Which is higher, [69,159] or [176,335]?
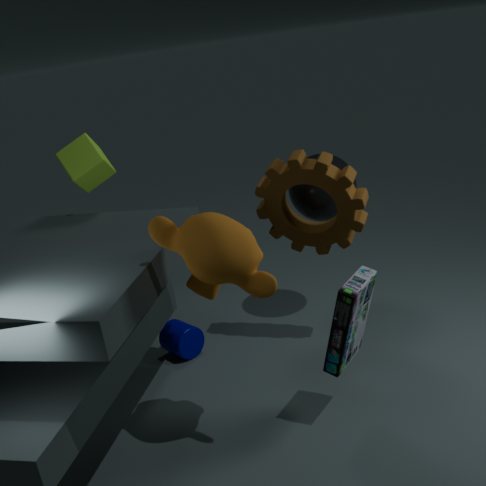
[69,159]
